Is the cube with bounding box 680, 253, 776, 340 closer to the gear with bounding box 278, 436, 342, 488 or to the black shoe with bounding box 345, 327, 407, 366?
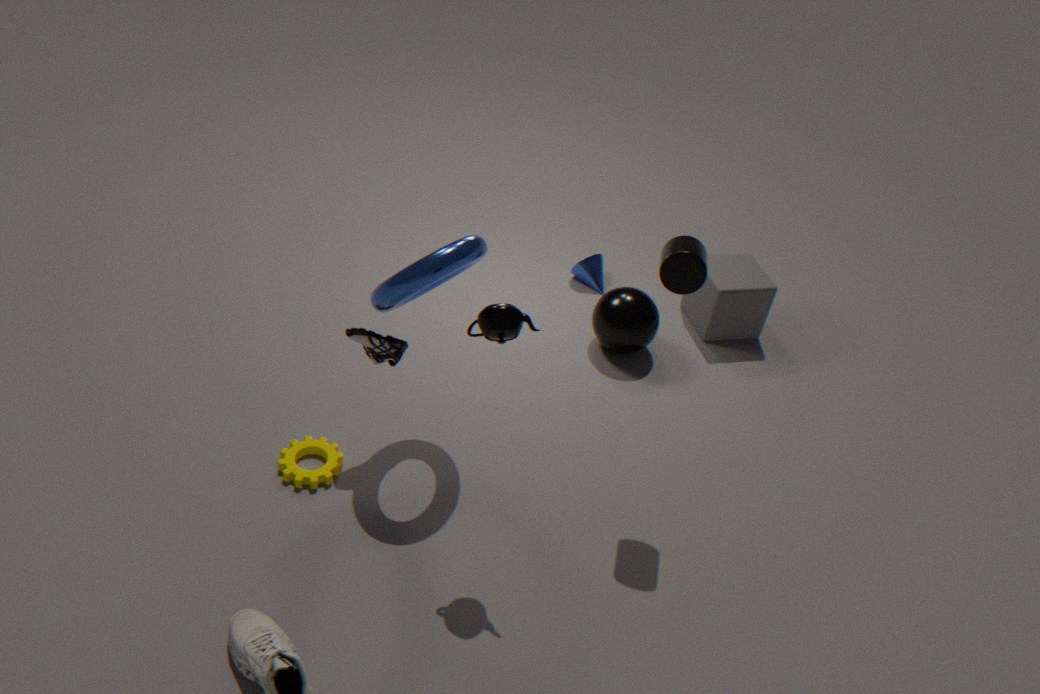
the black shoe with bounding box 345, 327, 407, 366
